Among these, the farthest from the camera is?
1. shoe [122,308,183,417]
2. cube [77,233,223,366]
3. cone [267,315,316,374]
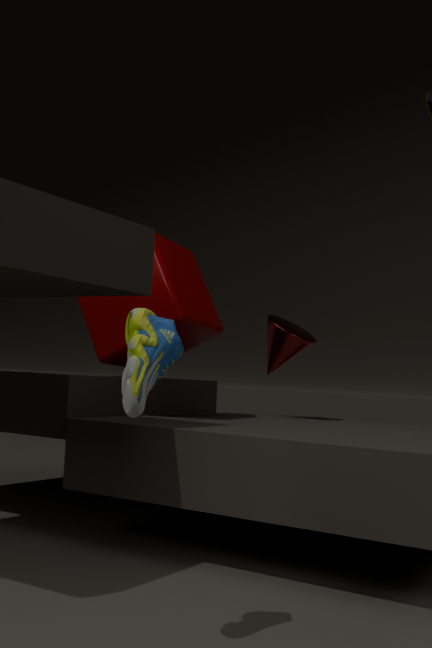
cone [267,315,316,374]
